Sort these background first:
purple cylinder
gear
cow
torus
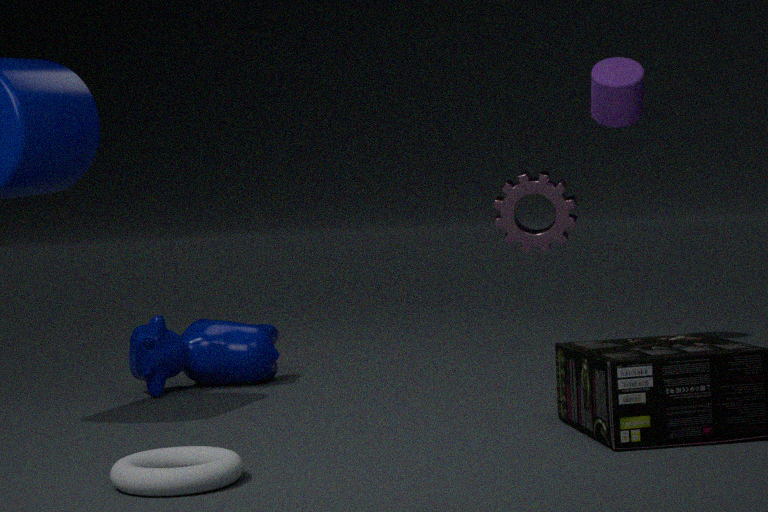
purple cylinder < gear < cow < torus
